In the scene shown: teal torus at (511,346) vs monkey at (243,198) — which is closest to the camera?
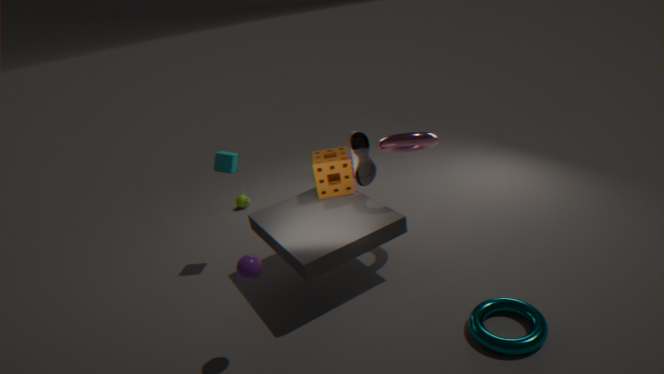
teal torus at (511,346)
